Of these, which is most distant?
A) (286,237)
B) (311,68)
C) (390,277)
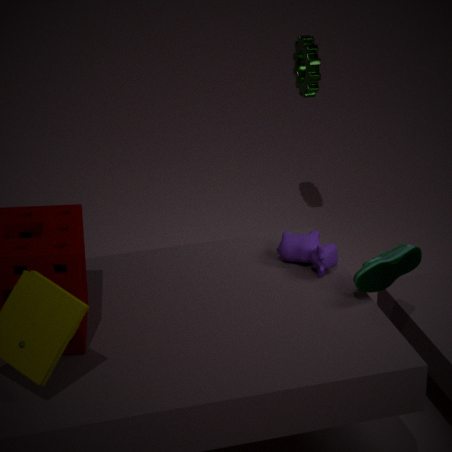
(311,68)
